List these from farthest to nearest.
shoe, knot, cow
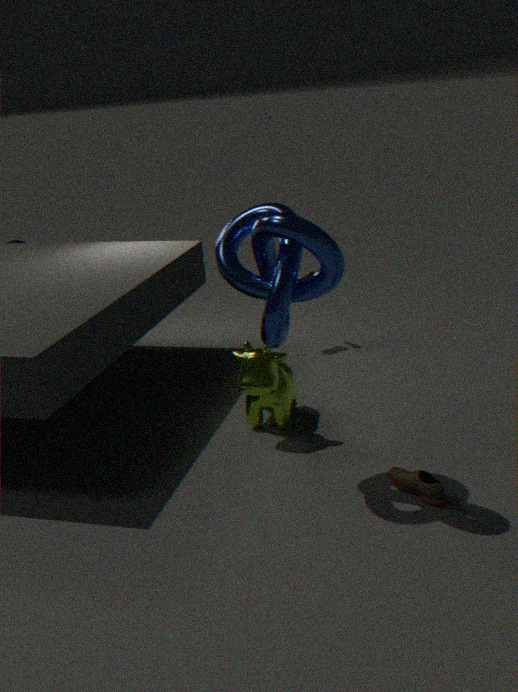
cow → shoe → knot
